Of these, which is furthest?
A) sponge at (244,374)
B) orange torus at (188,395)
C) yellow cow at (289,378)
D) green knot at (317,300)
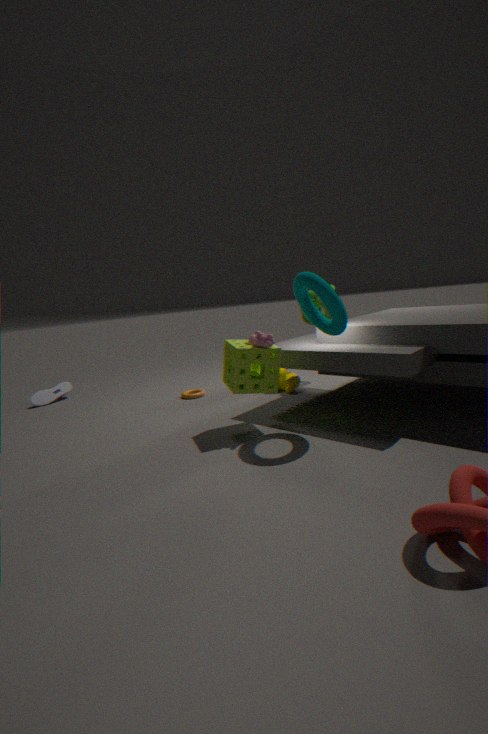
green knot at (317,300)
